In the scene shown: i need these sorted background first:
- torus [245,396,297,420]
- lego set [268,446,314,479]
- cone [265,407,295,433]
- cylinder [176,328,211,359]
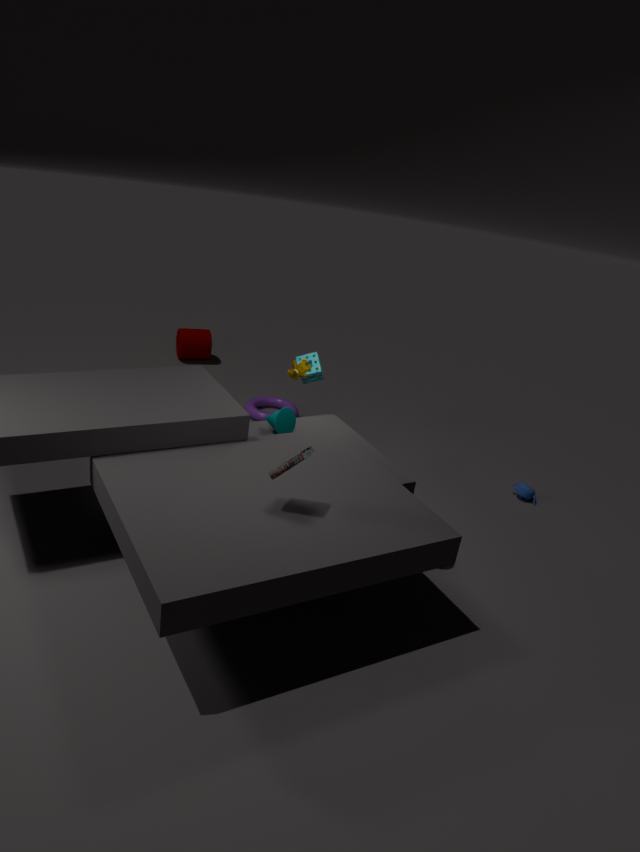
cylinder [176,328,211,359]
torus [245,396,297,420]
cone [265,407,295,433]
lego set [268,446,314,479]
